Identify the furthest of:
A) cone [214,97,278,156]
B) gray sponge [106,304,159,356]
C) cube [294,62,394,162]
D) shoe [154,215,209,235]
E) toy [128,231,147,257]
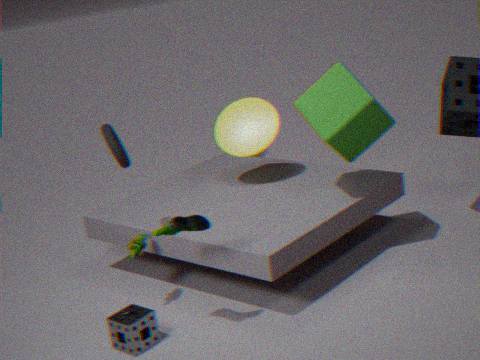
cone [214,97,278,156]
